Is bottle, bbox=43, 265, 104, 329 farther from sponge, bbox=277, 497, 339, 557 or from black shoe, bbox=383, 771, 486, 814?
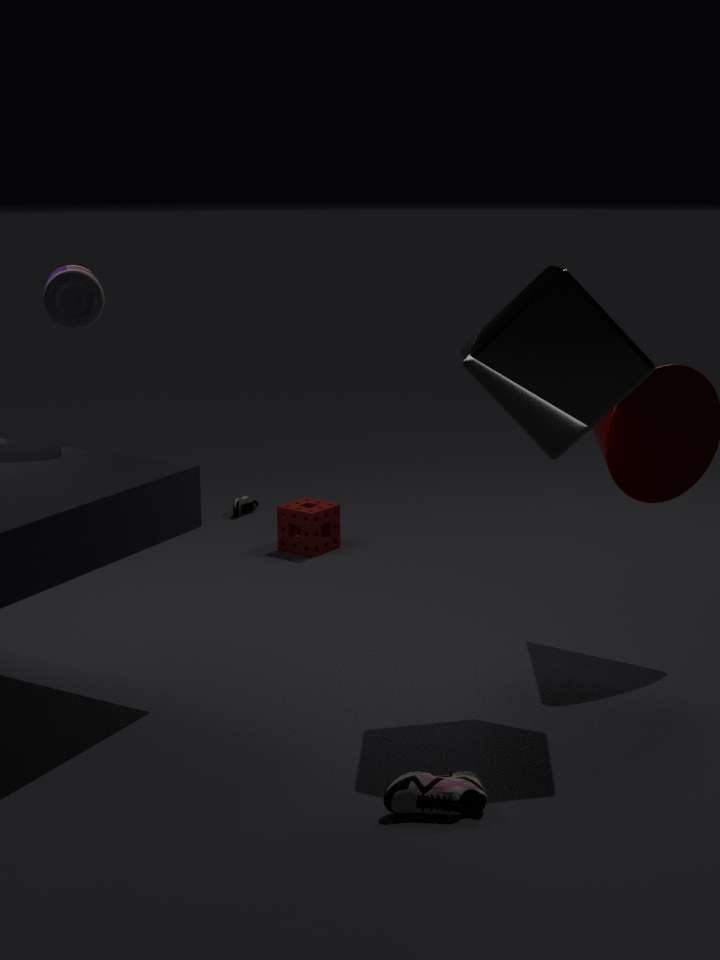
black shoe, bbox=383, 771, 486, 814
